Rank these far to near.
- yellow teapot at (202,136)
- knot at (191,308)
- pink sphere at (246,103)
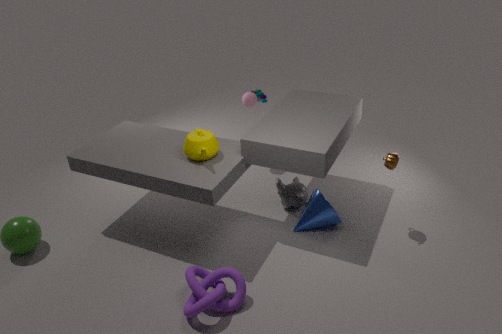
1. pink sphere at (246,103)
2. yellow teapot at (202,136)
3. knot at (191,308)
